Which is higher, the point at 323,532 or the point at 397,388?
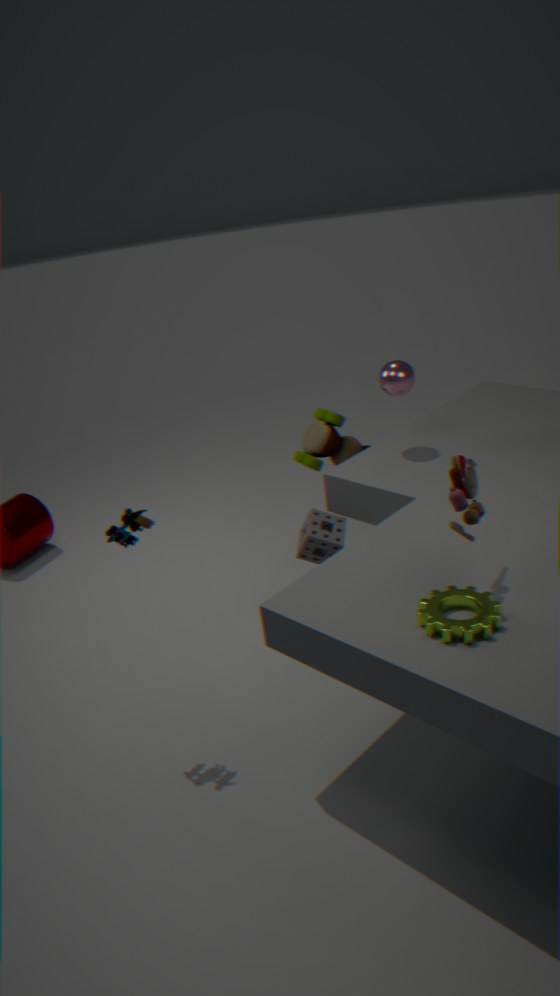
the point at 397,388
